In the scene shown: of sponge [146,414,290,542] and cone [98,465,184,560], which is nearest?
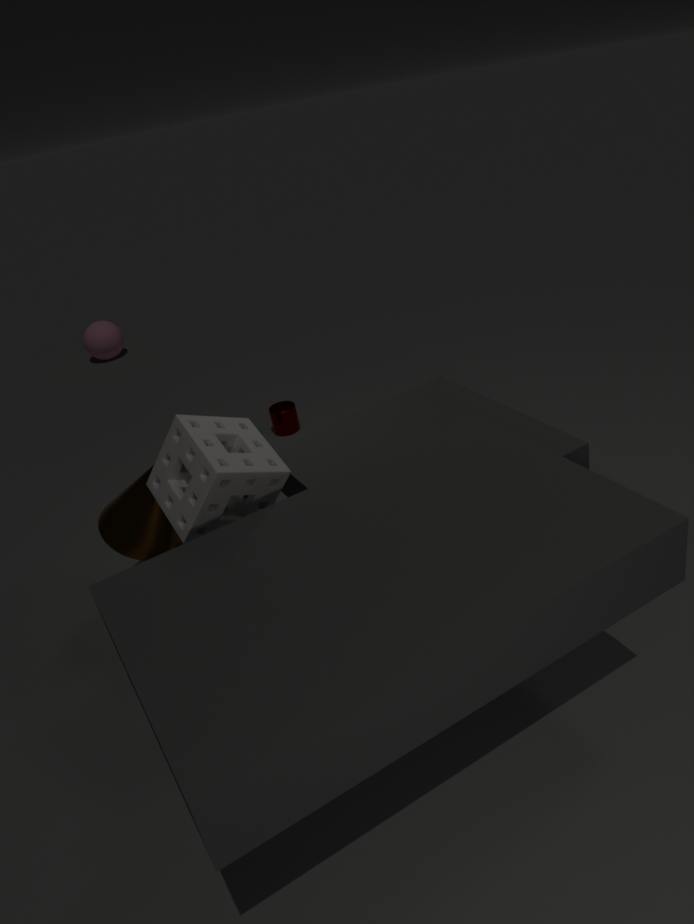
sponge [146,414,290,542]
